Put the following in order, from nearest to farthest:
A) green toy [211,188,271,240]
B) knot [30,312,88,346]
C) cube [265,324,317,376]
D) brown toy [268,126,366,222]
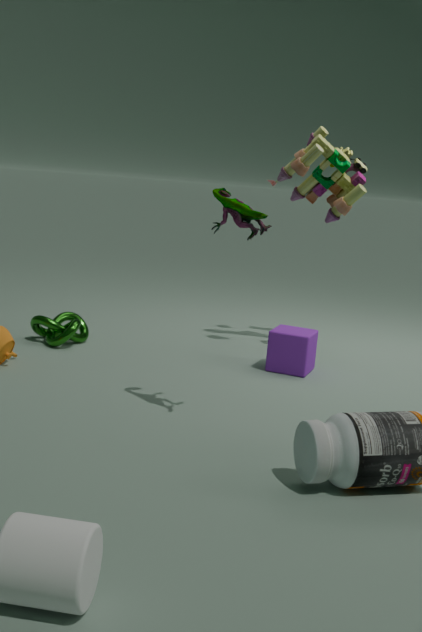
A. green toy [211,188,271,240] < C. cube [265,324,317,376] < B. knot [30,312,88,346] < D. brown toy [268,126,366,222]
